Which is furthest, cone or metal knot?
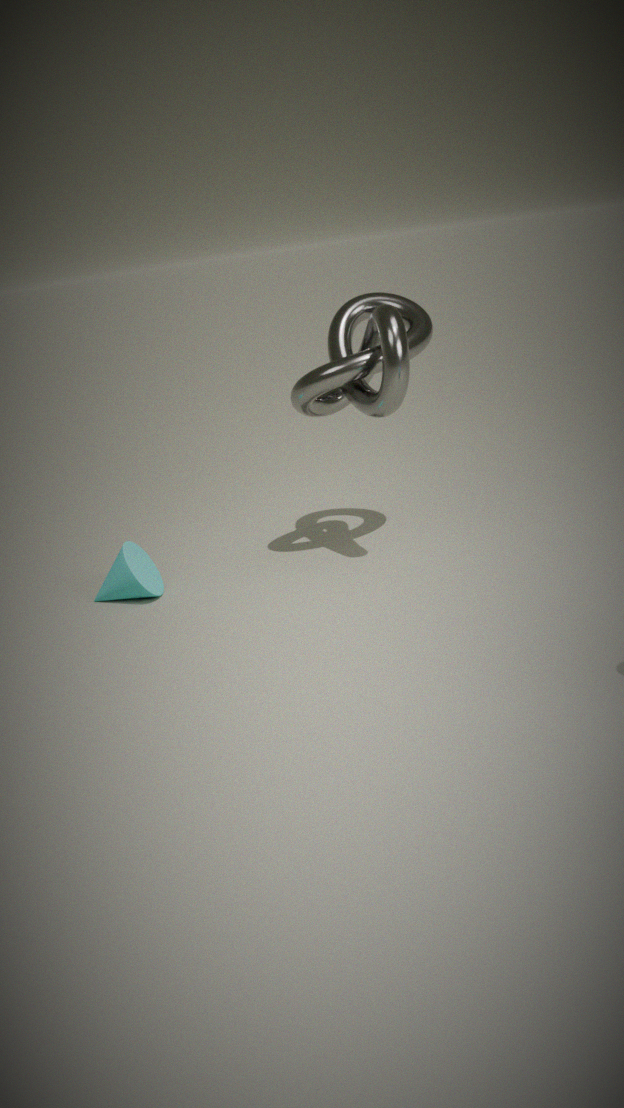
cone
